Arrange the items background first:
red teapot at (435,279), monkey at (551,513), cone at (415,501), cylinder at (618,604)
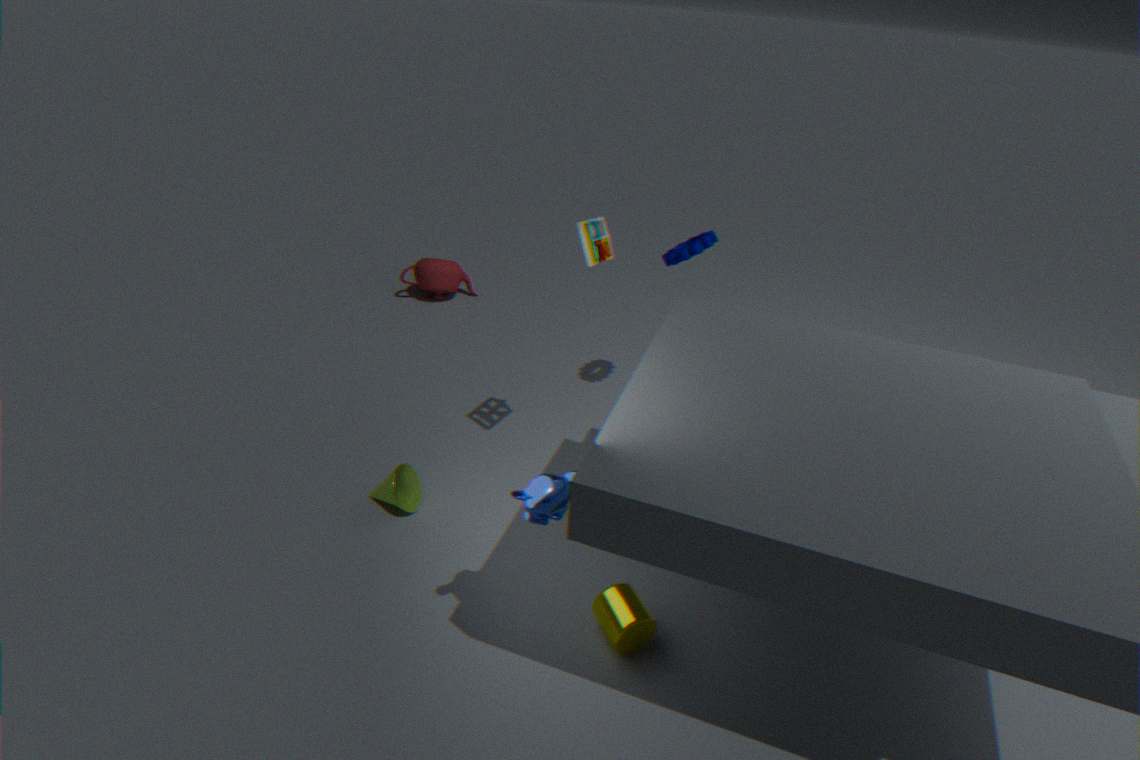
red teapot at (435,279)
cone at (415,501)
cylinder at (618,604)
monkey at (551,513)
